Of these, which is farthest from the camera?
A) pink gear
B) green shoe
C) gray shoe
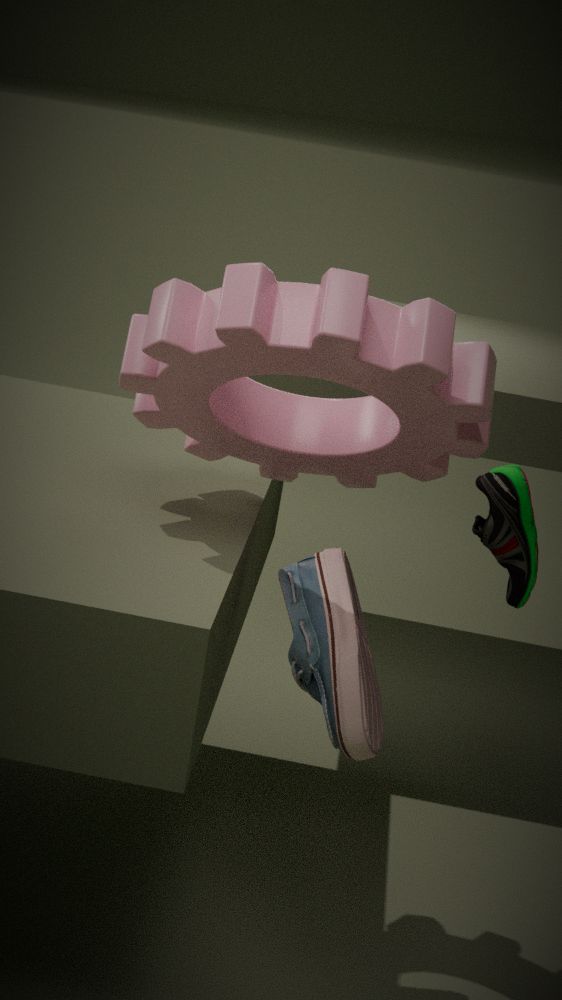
green shoe
